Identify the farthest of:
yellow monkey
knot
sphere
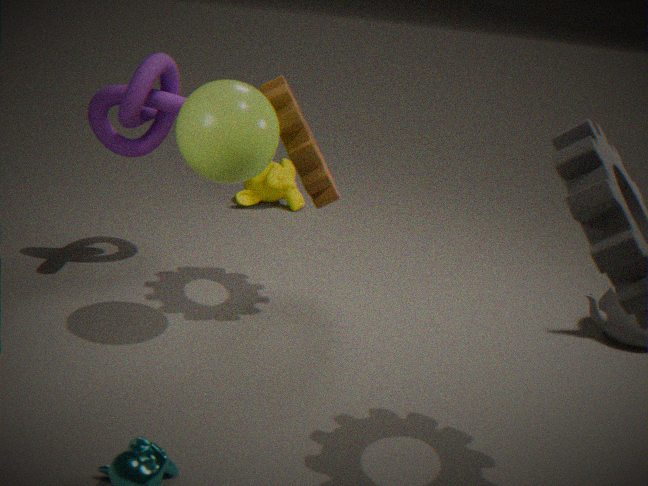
yellow monkey
